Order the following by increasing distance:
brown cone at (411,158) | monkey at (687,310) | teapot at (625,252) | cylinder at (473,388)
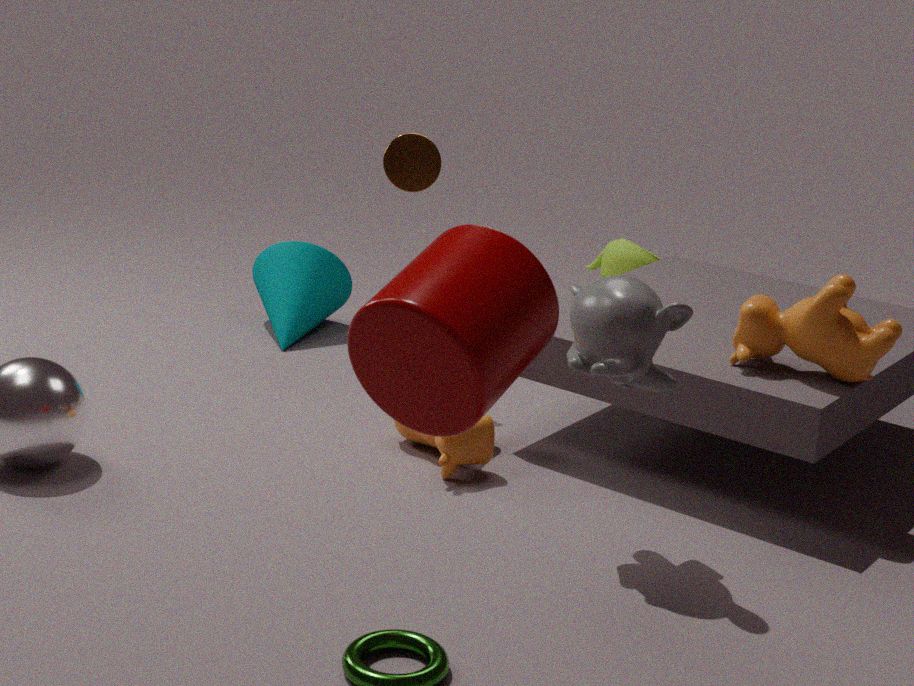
cylinder at (473,388)
monkey at (687,310)
brown cone at (411,158)
teapot at (625,252)
